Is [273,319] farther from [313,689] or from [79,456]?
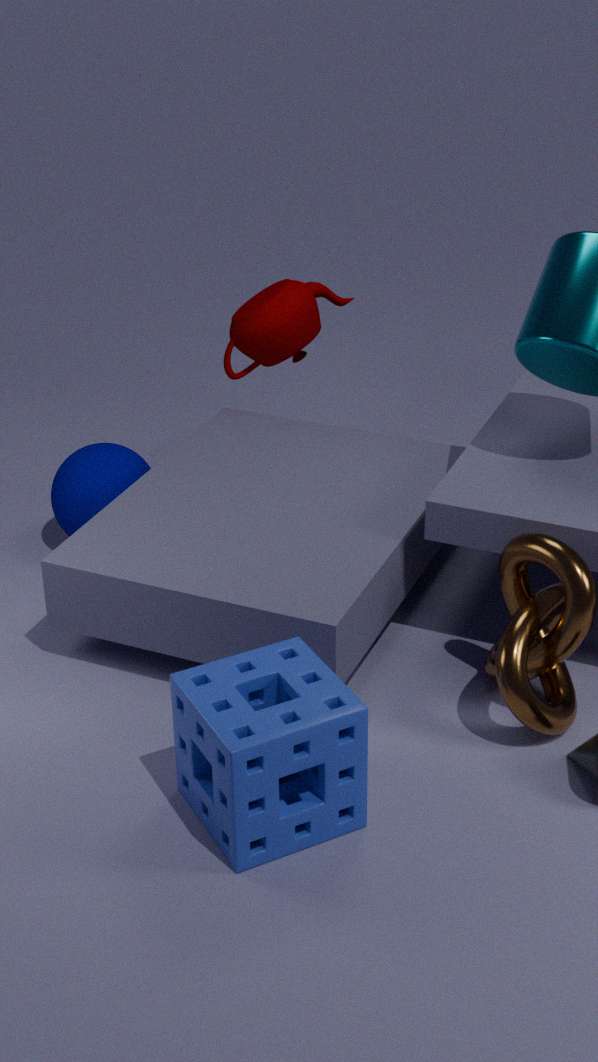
[313,689]
